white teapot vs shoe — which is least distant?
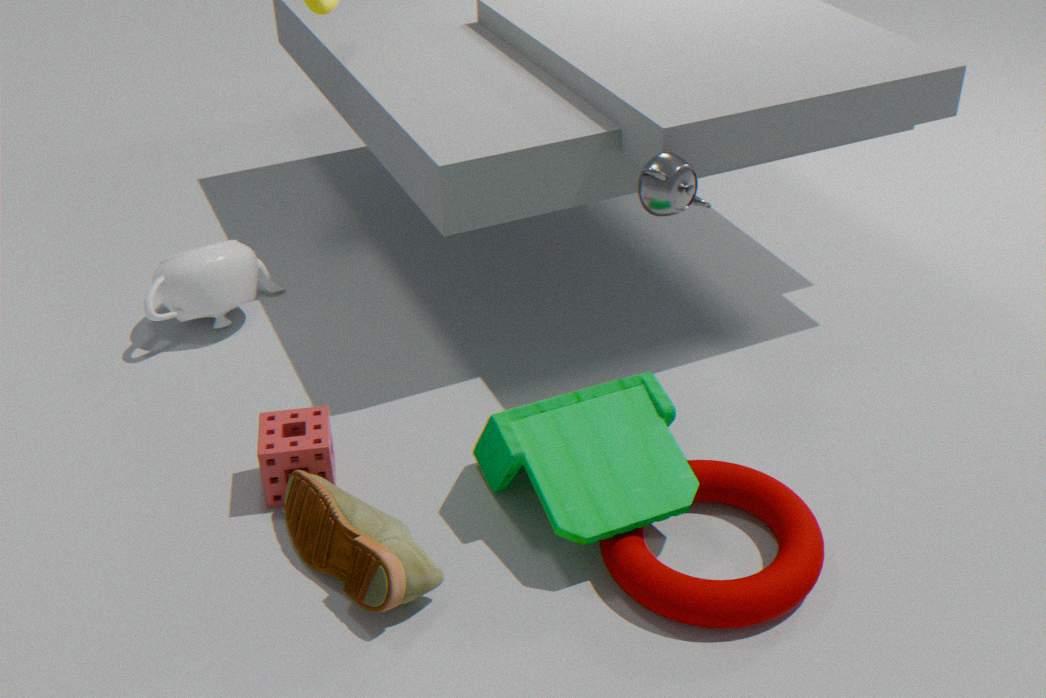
shoe
